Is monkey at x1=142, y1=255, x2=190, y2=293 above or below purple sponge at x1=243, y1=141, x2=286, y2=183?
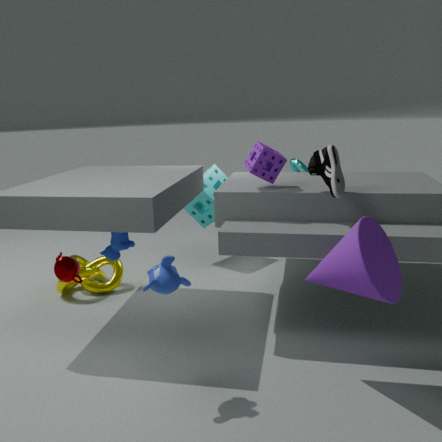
below
